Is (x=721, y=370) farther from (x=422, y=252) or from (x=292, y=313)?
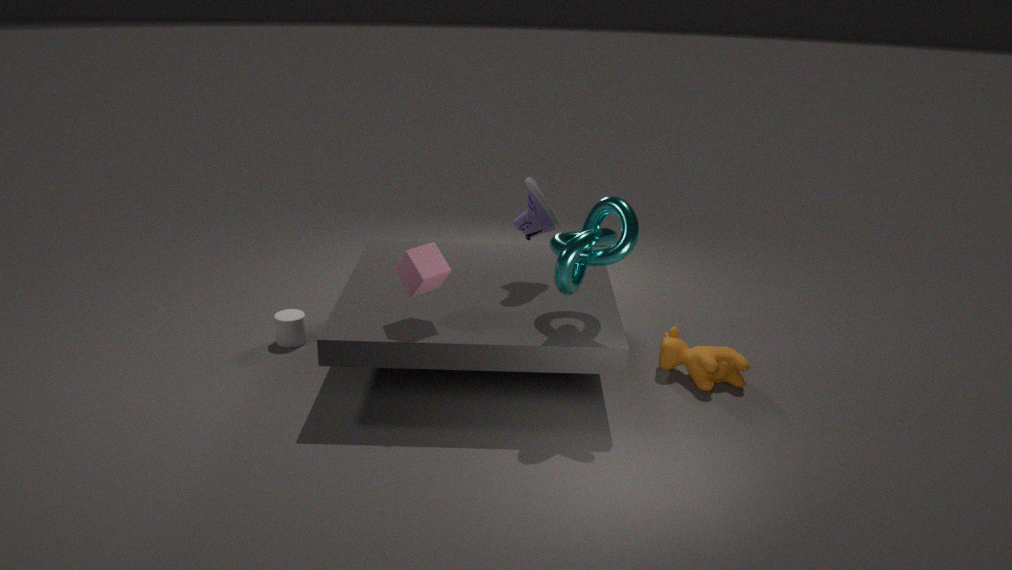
(x=292, y=313)
